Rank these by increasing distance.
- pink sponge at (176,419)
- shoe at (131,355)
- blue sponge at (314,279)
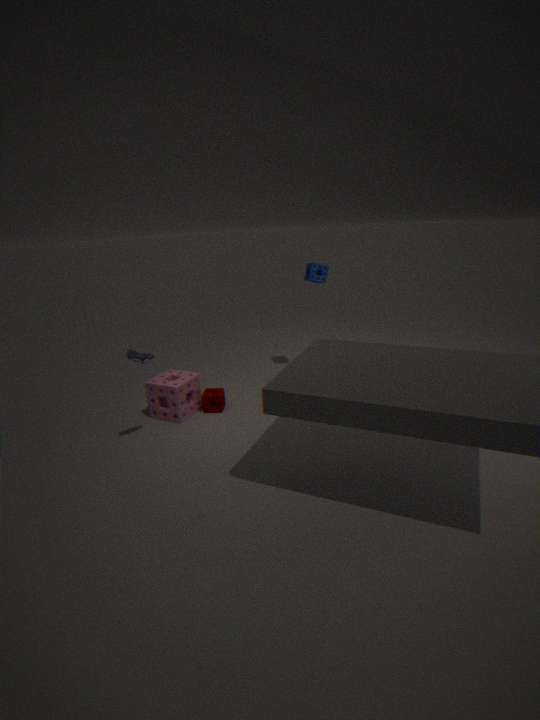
shoe at (131,355) < pink sponge at (176,419) < blue sponge at (314,279)
